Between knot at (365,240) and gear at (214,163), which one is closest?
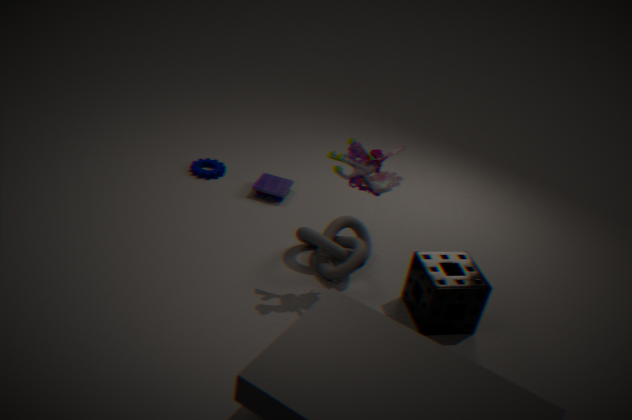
knot at (365,240)
